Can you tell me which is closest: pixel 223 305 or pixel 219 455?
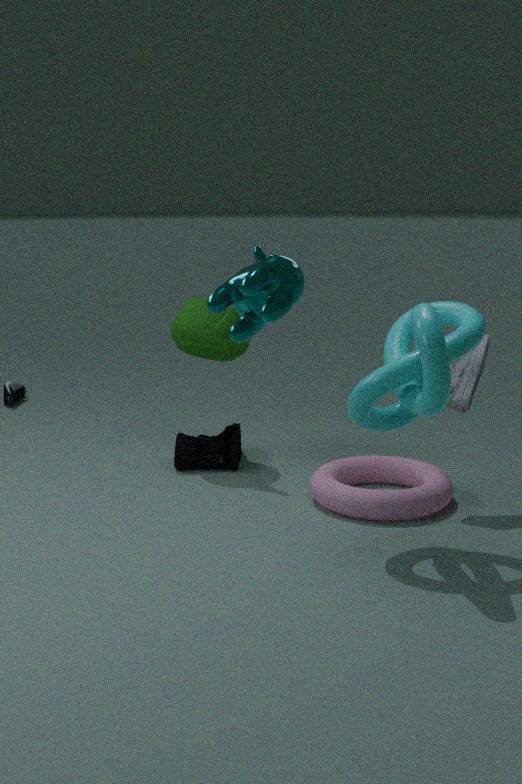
pixel 223 305
